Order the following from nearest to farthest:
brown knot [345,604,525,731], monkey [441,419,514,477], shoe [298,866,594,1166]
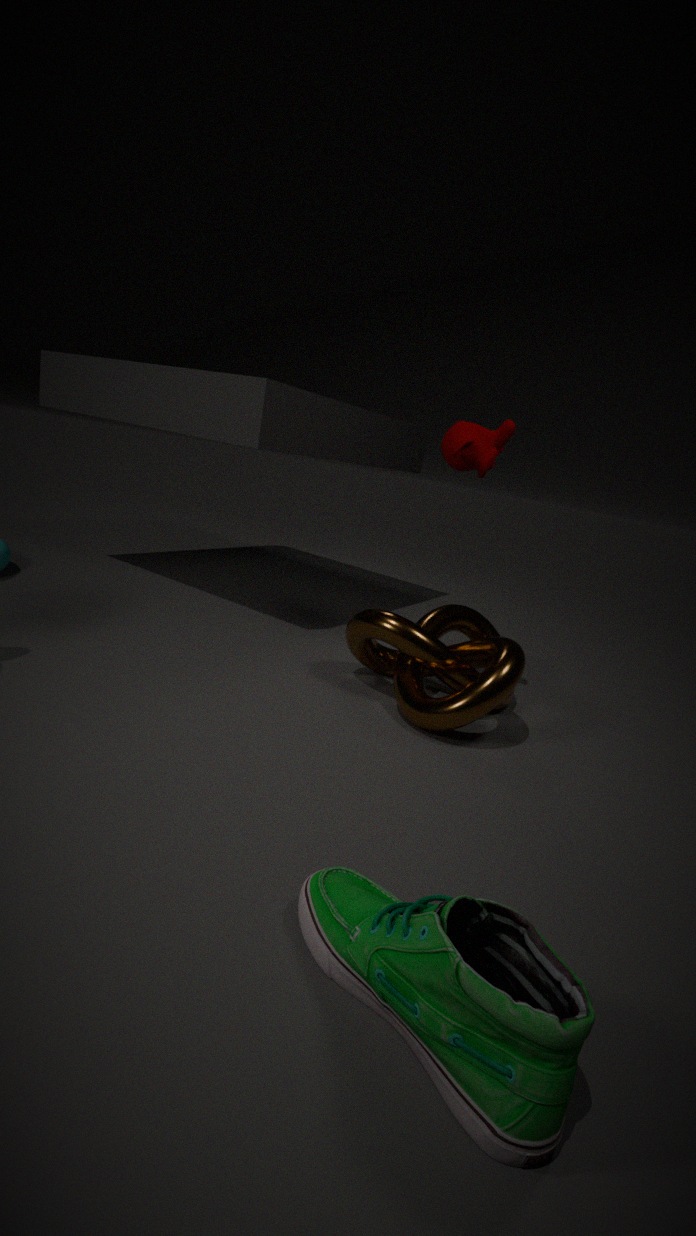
shoe [298,866,594,1166] → brown knot [345,604,525,731] → monkey [441,419,514,477]
